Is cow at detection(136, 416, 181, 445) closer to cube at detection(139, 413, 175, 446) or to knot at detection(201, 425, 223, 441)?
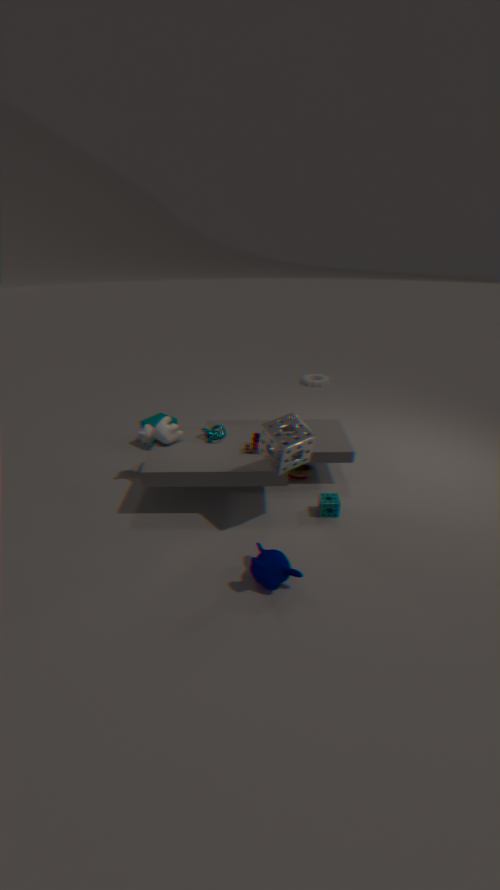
knot at detection(201, 425, 223, 441)
